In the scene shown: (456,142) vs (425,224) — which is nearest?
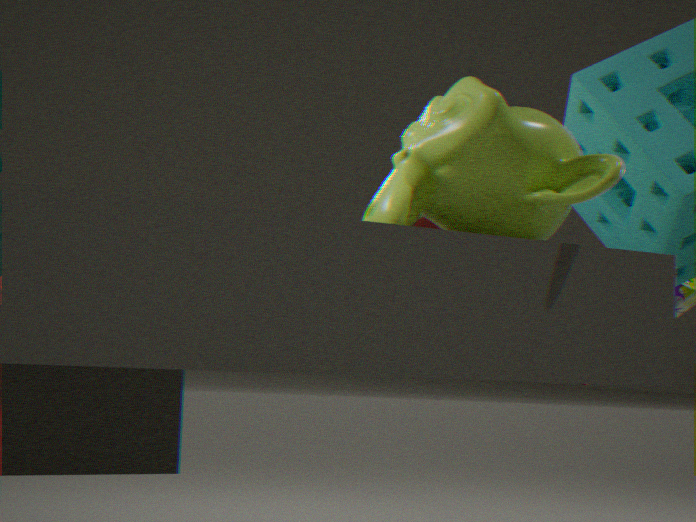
(456,142)
